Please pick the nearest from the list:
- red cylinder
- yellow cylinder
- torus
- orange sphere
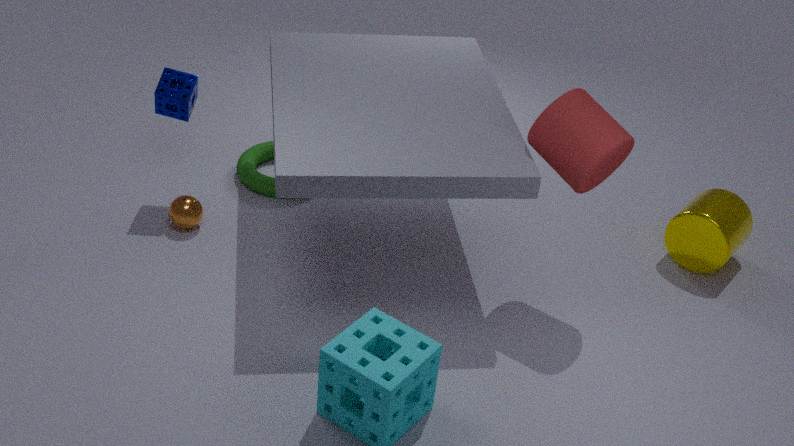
red cylinder
